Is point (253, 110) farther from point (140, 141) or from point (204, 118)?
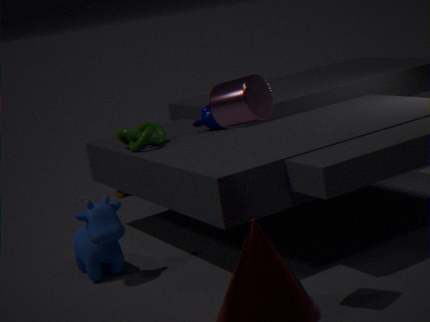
point (204, 118)
